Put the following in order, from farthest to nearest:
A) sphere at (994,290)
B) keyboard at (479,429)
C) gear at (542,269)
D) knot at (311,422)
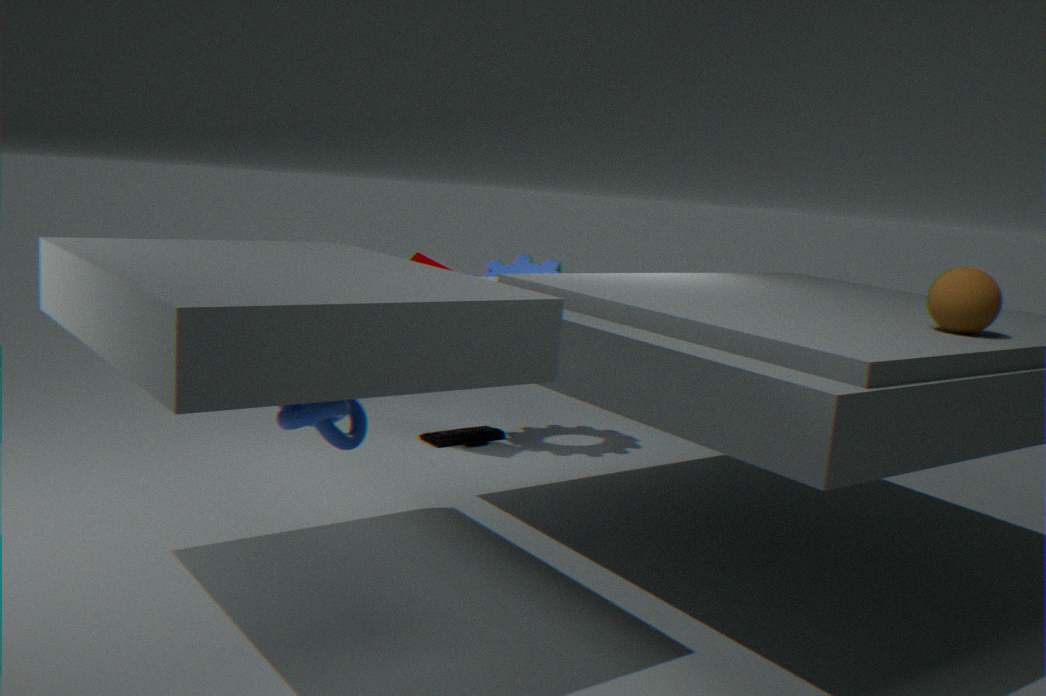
gear at (542,269)
keyboard at (479,429)
sphere at (994,290)
knot at (311,422)
